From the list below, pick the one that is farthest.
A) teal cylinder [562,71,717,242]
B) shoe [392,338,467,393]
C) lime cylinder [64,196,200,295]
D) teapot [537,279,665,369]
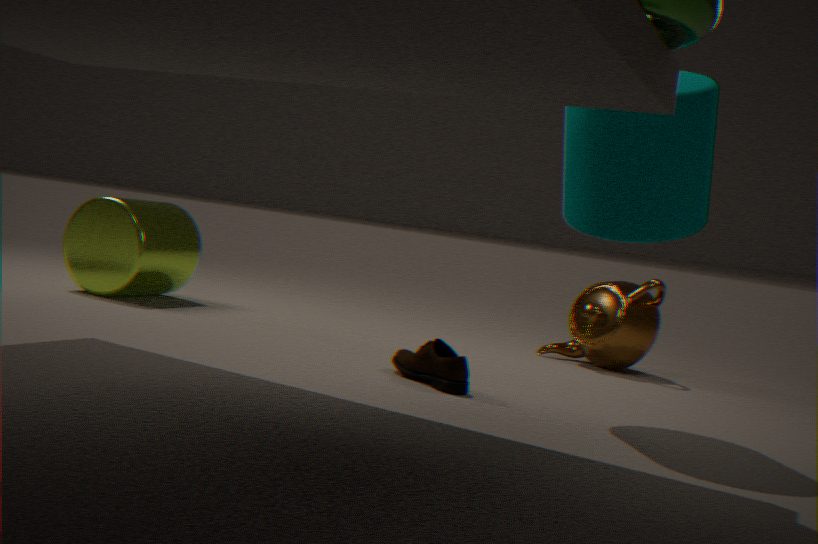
lime cylinder [64,196,200,295]
